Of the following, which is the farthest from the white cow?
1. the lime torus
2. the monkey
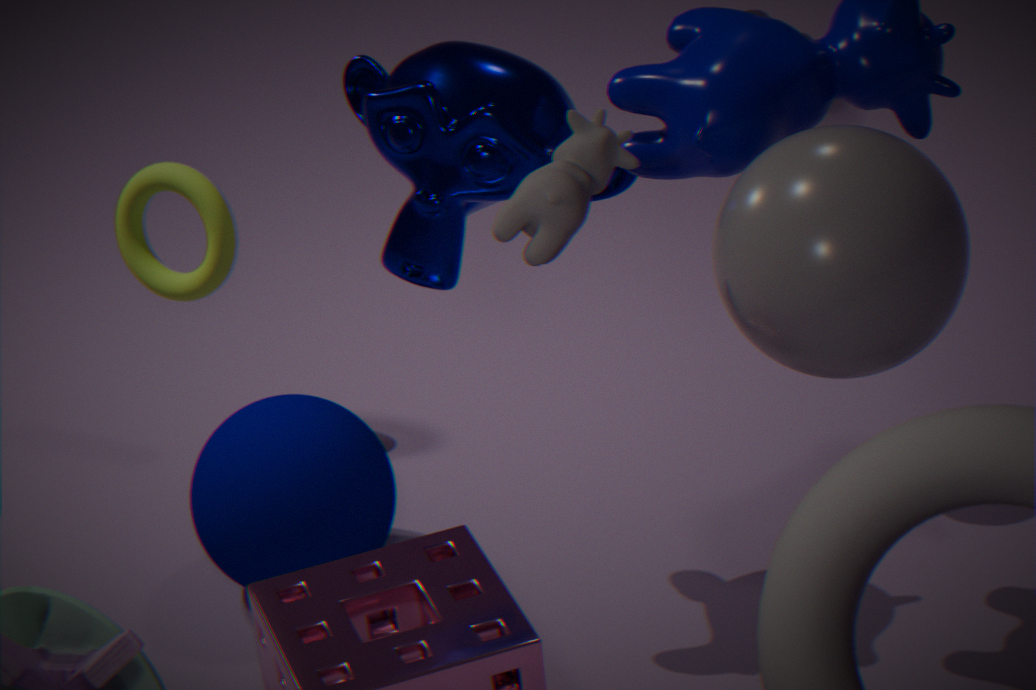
the lime torus
